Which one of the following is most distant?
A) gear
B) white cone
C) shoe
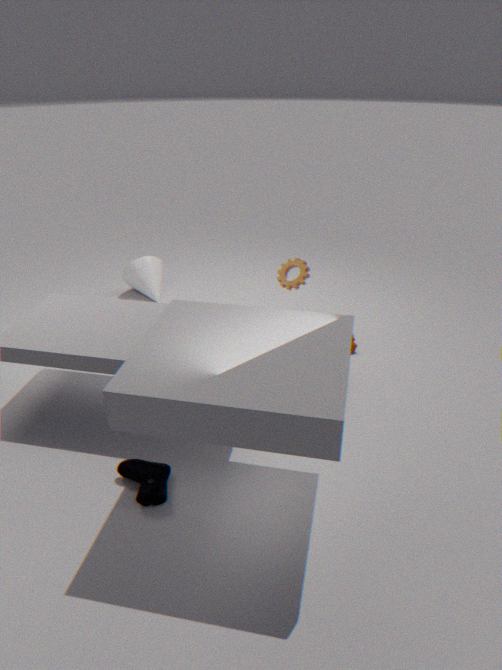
white cone
